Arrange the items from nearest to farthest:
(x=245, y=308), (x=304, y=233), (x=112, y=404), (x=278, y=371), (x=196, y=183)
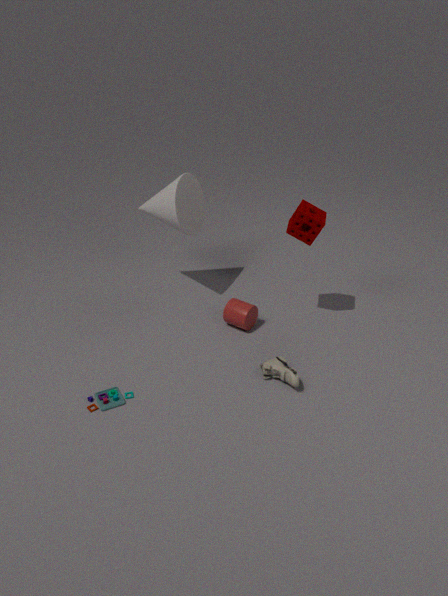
(x=112, y=404) → (x=278, y=371) → (x=304, y=233) → (x=245, y=308) → (x=196, y=183)
